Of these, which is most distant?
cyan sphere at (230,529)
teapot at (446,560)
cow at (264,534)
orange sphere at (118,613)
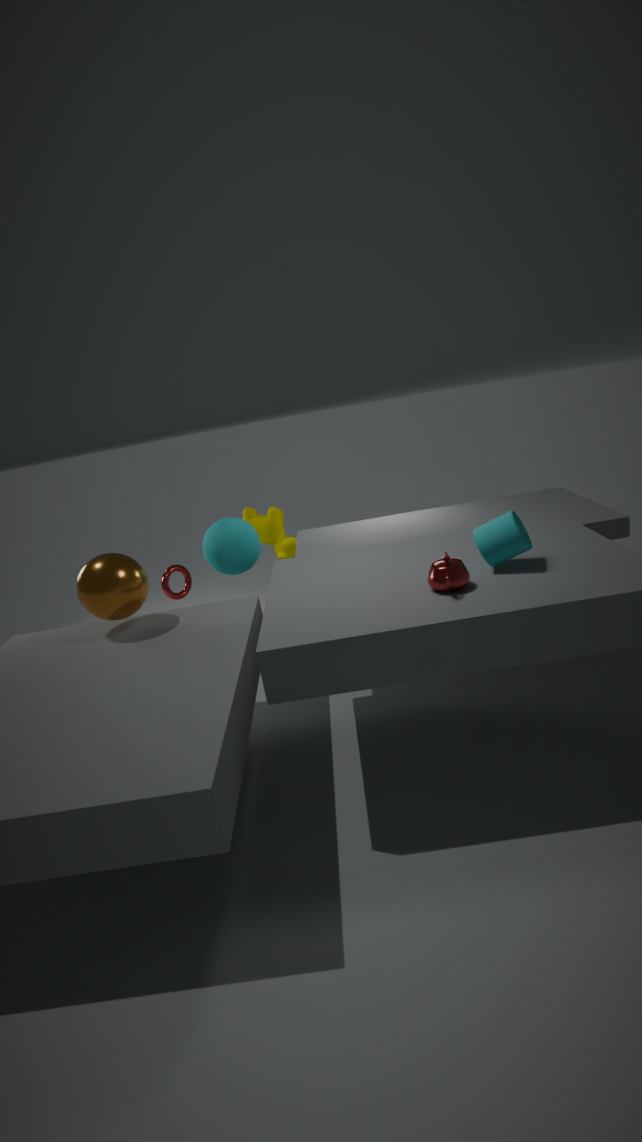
cow at (264,534)
